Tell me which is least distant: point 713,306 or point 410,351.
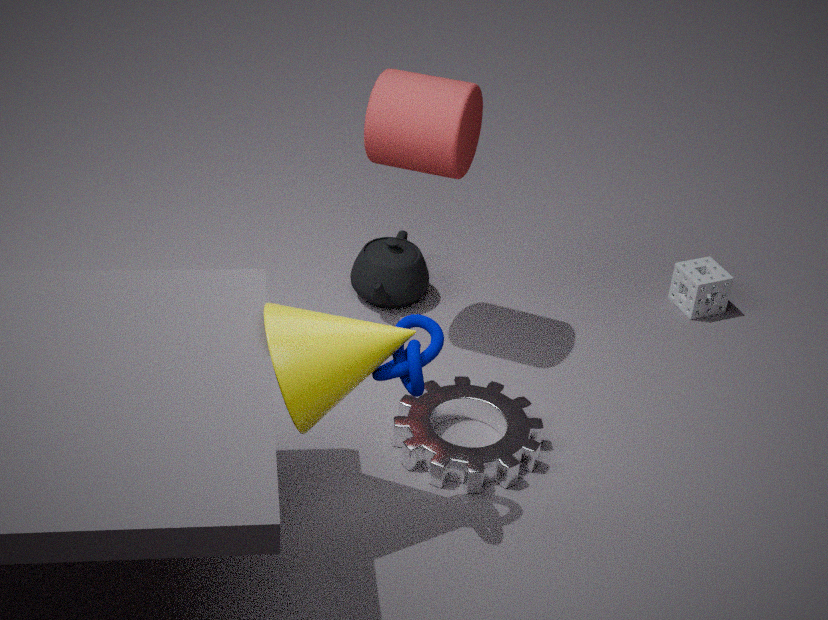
point 410,351
